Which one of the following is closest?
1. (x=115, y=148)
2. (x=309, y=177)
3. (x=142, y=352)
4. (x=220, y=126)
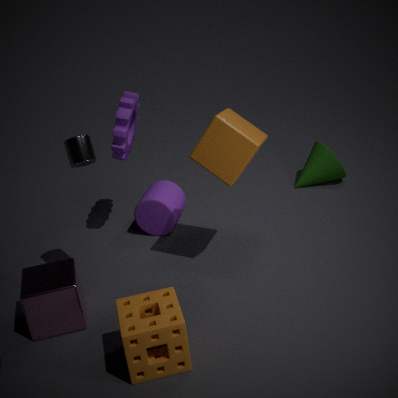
(x=142, y=352)
